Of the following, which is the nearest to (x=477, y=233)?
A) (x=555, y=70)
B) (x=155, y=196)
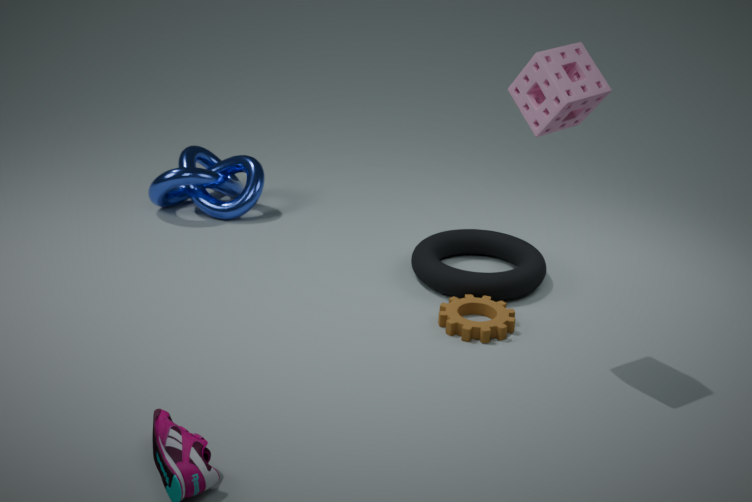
(x=555, y=70)
